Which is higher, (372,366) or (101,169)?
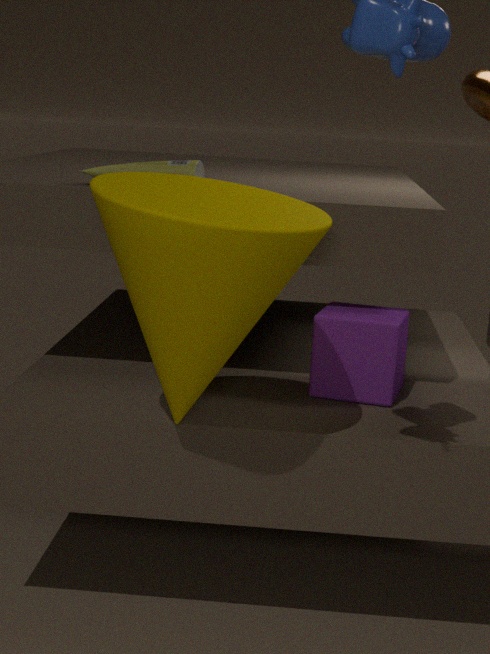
(101,169)
